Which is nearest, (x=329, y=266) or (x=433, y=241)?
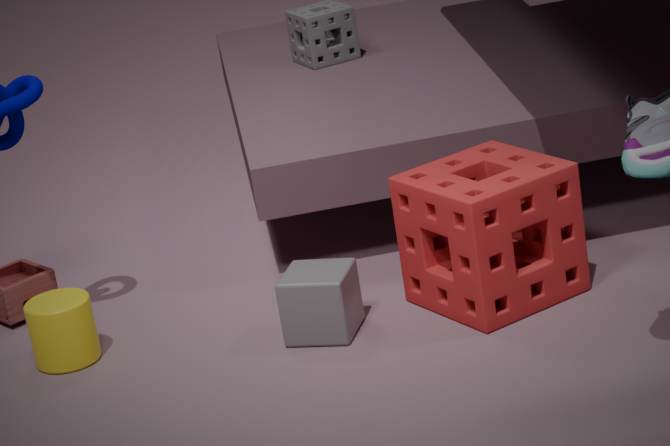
(x=329, y=266)
